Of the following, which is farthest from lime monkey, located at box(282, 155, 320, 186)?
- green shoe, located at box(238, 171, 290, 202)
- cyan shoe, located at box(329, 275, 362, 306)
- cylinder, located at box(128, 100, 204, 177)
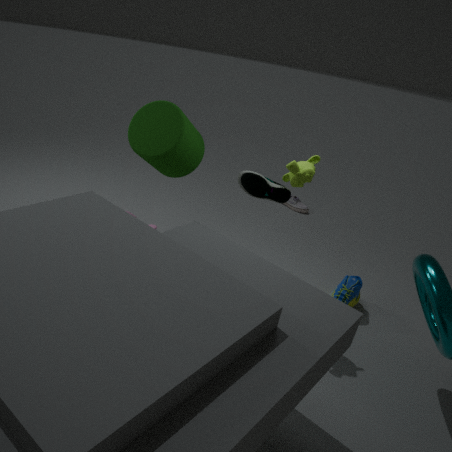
cyan shoe, located at box(329, 275, 362, 306)
